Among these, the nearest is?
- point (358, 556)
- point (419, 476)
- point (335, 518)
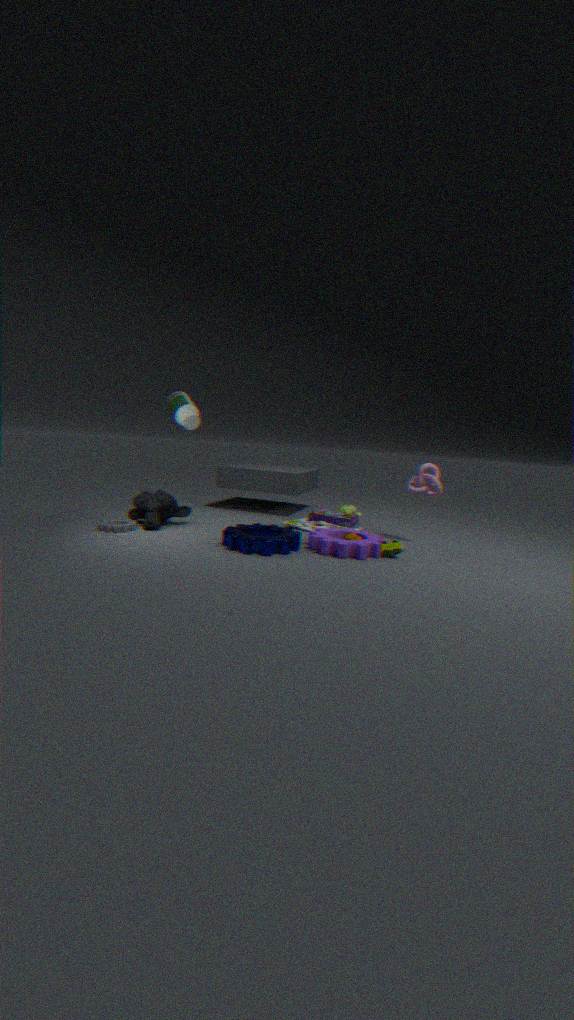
point (358, 556)
